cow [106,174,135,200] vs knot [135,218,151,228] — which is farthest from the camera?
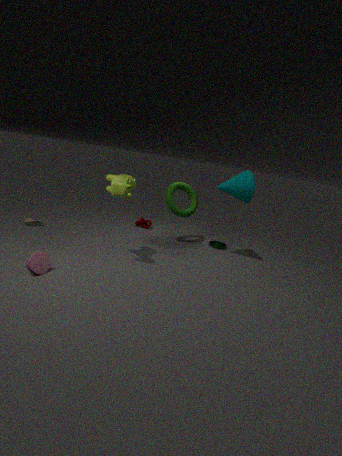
knot [135,218,151,228]
